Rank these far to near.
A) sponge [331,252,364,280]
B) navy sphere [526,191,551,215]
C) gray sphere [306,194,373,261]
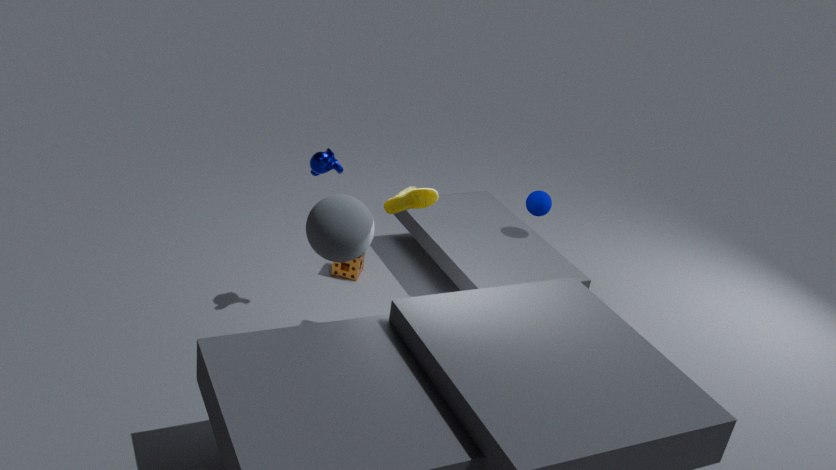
navy sphere [526,191,551,215], sponge [331,252,364,280], gray sphere [306,194,373,261]
